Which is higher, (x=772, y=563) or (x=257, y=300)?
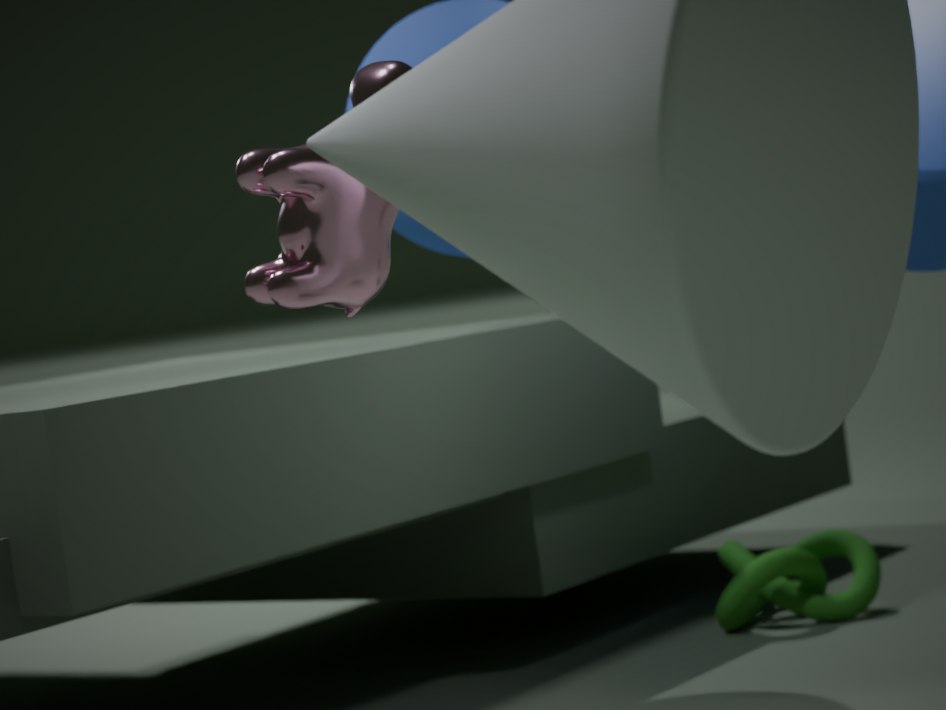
(x=257, y=300)
